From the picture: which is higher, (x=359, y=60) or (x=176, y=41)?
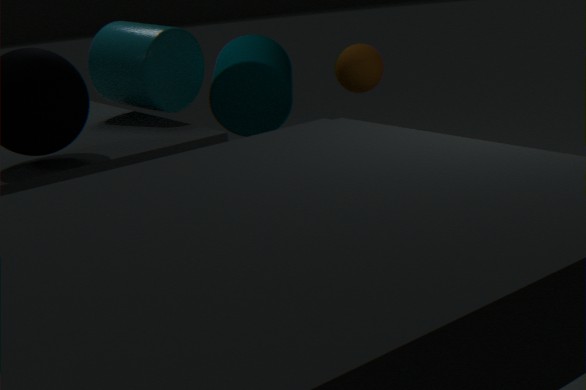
(x=176, y=41)
